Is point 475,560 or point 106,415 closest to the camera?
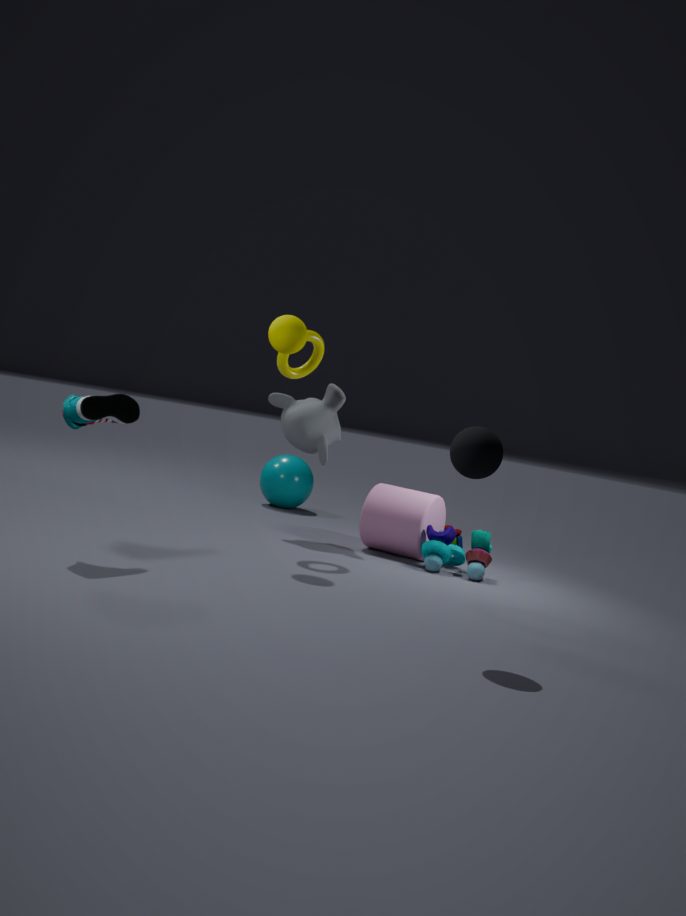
point 106,415
